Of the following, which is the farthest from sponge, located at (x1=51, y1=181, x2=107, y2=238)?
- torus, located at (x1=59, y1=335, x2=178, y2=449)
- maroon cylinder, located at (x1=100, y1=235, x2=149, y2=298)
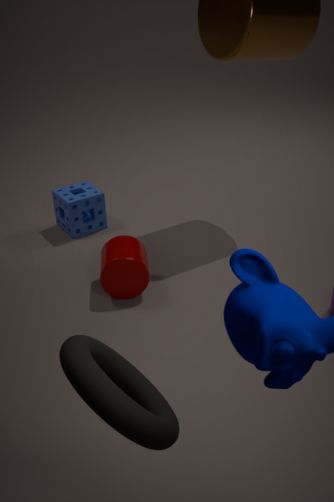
torus, located at (x1=59, y1=335, x2=178, y2=449)
